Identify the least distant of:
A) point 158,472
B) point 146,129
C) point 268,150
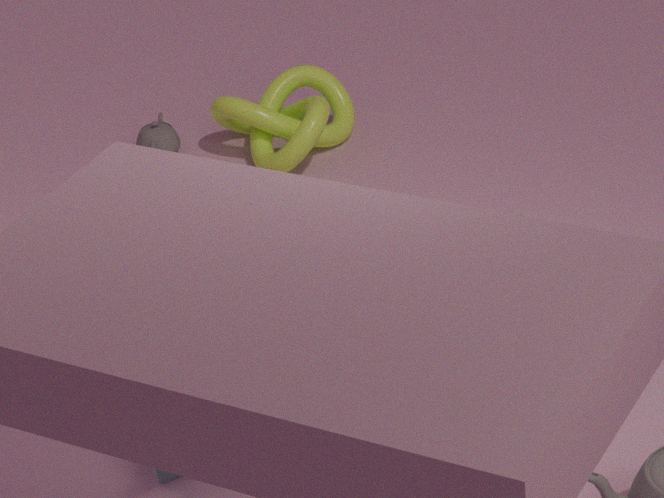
A. point 158,472
